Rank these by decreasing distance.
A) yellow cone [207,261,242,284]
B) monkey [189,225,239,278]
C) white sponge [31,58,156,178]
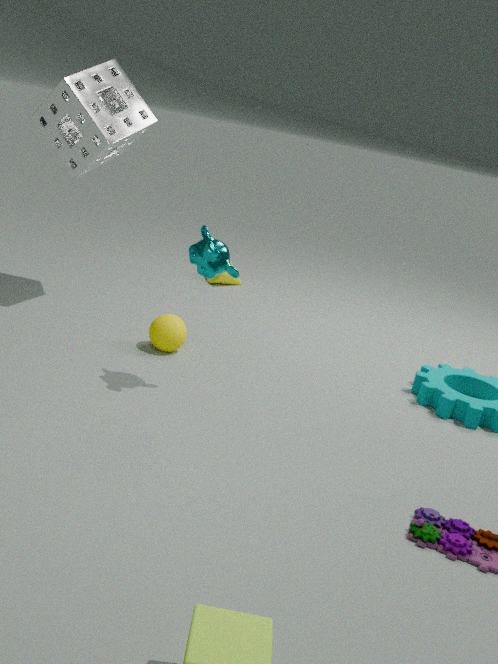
A. yellow cone [207,261,242,284]
C. white sponge [31,58,156,178]
B. monkey [189,225,239,278]
